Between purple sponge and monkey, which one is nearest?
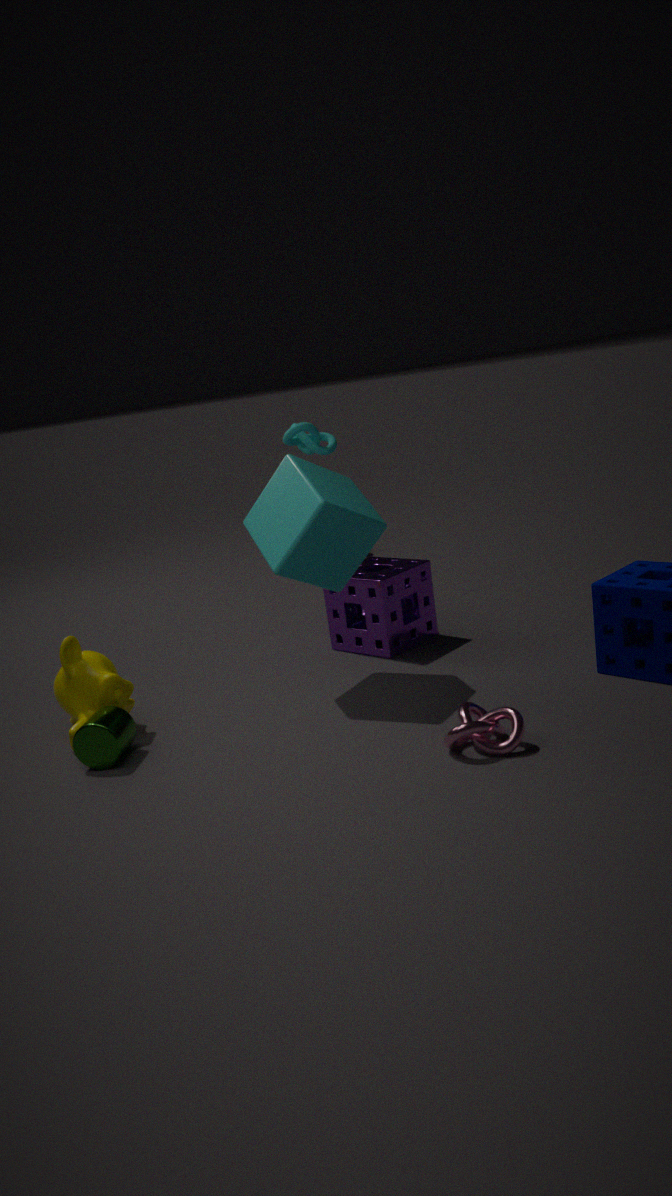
monkey
